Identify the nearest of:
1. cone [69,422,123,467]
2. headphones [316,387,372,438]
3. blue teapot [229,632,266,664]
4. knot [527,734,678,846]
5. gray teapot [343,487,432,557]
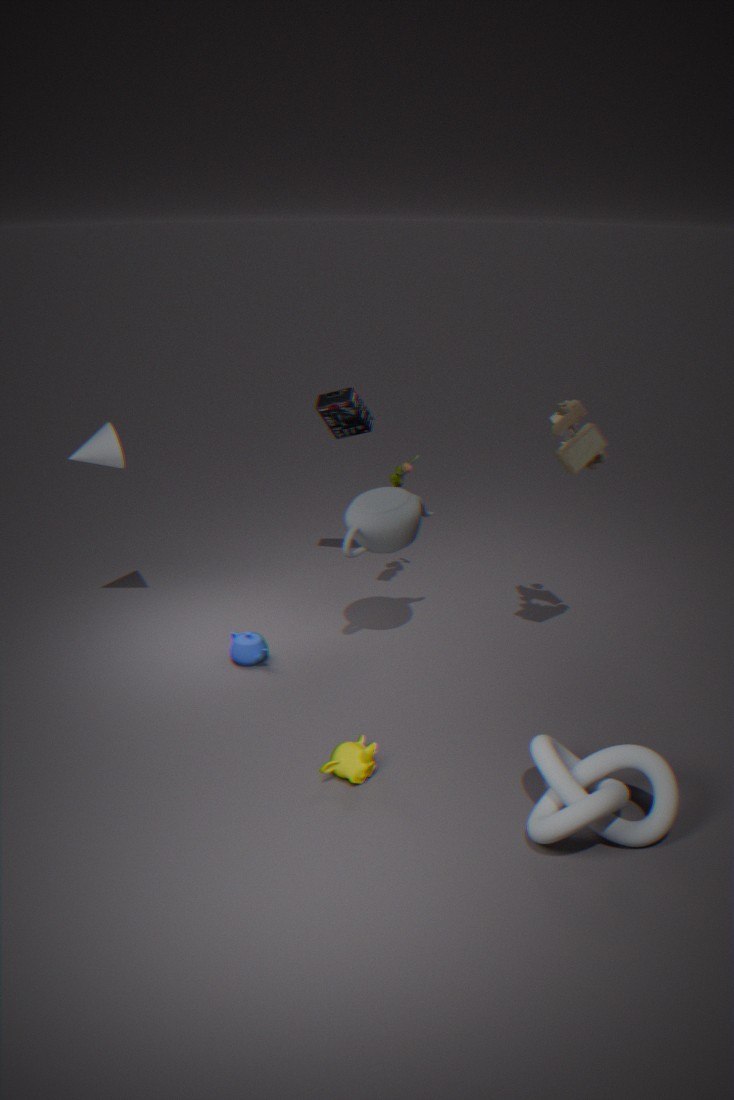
knot [527,734,678,846]
